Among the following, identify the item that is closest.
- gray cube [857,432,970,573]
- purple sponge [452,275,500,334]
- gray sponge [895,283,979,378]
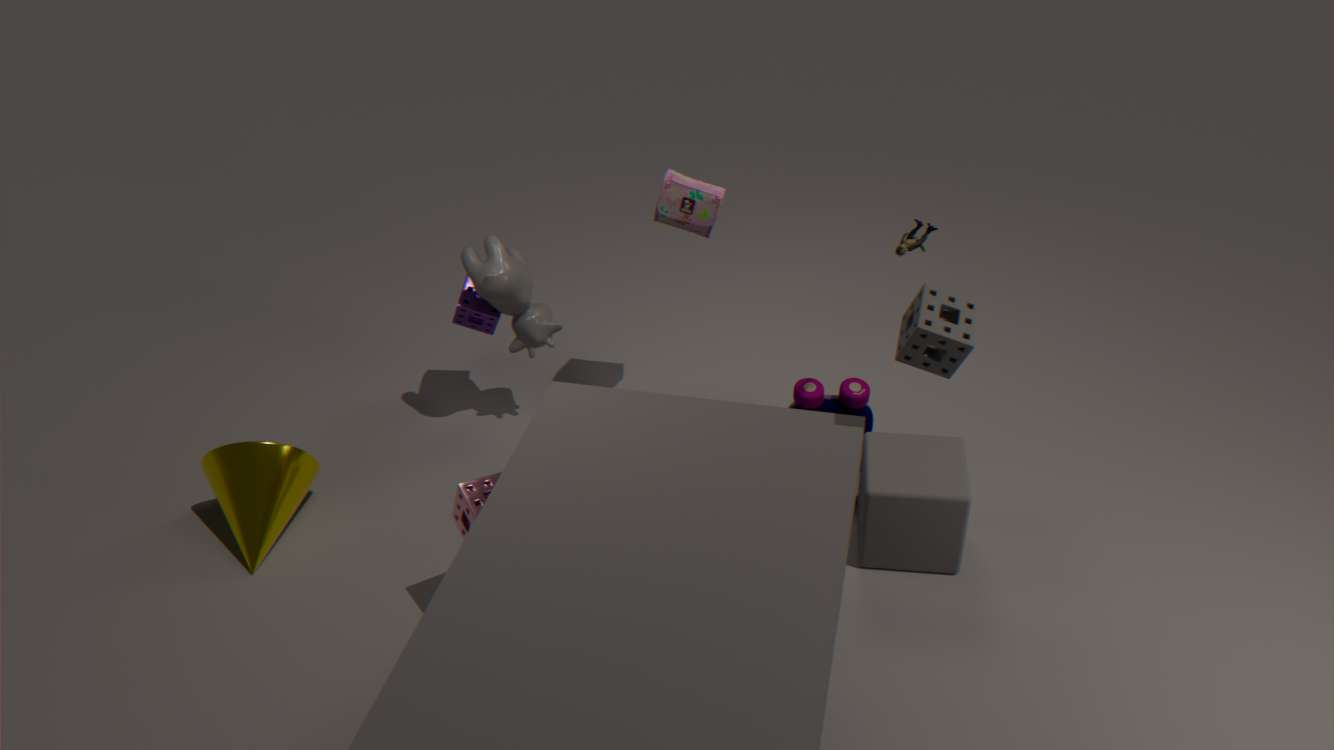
gray sponge [895,283,979,378]
